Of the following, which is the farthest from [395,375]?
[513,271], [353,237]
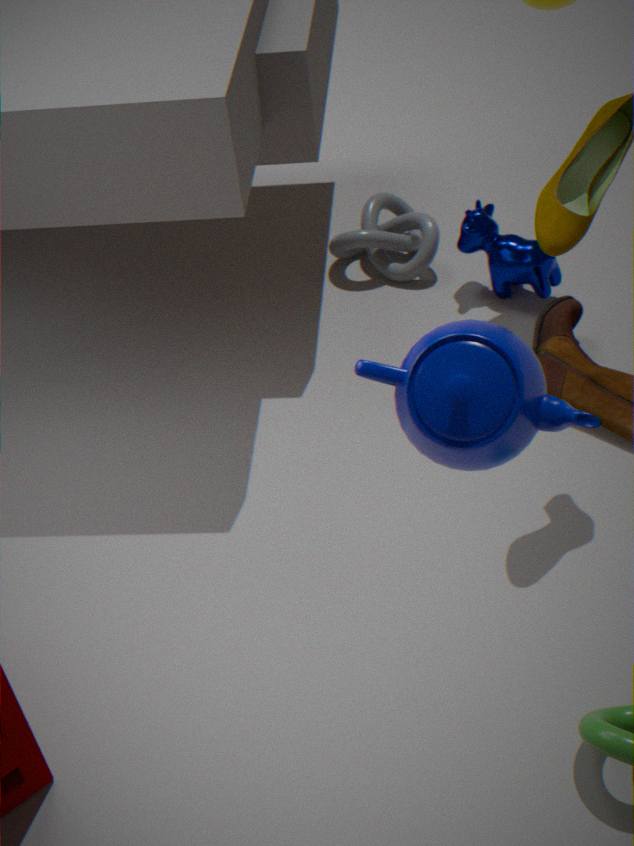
[353,237]
